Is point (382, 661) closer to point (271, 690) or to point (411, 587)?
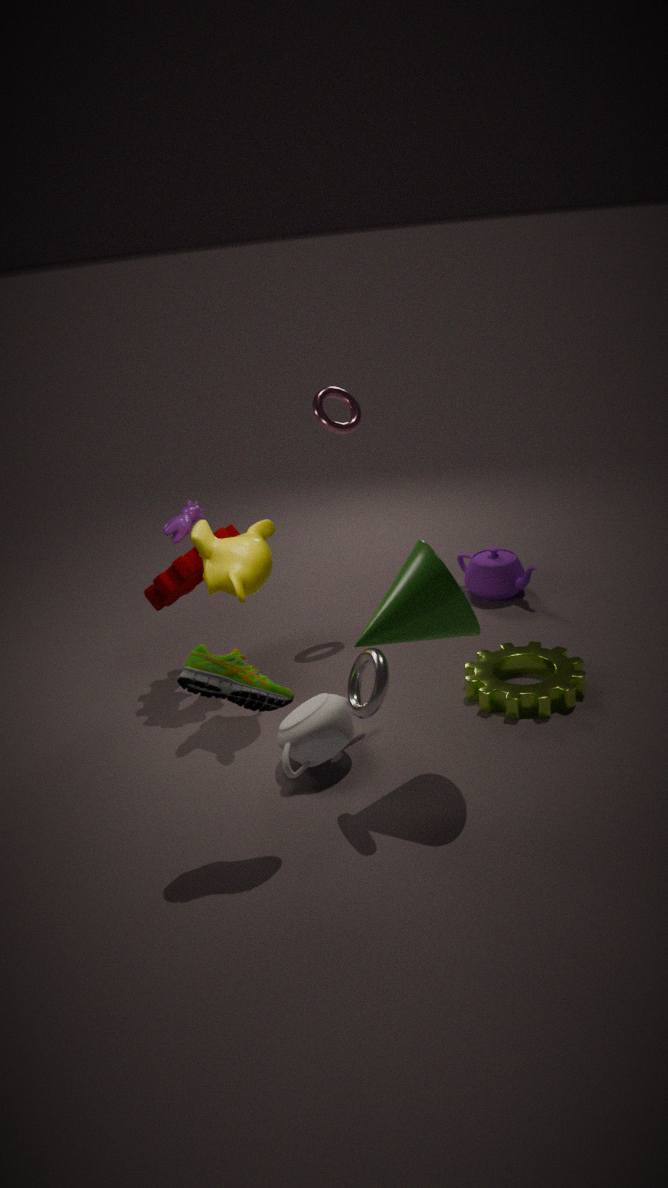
point (411, 587)
